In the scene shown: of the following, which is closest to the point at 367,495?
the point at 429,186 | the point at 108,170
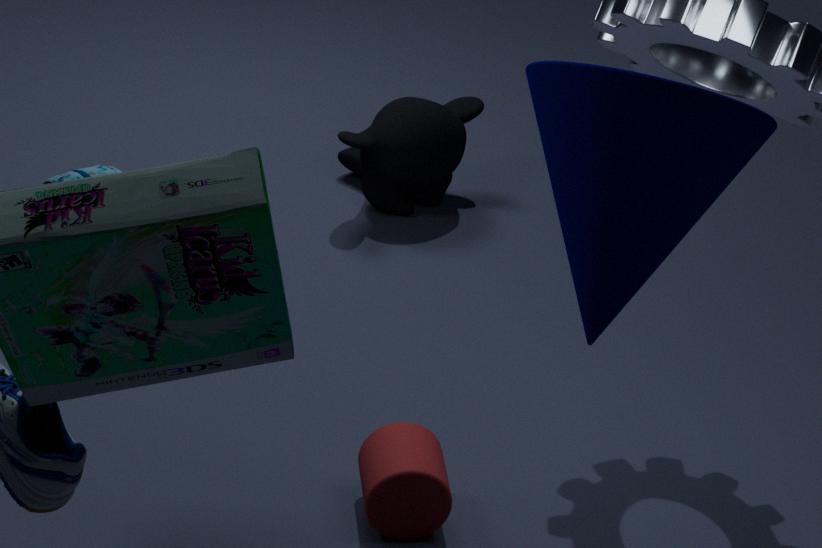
the point at 108,170
